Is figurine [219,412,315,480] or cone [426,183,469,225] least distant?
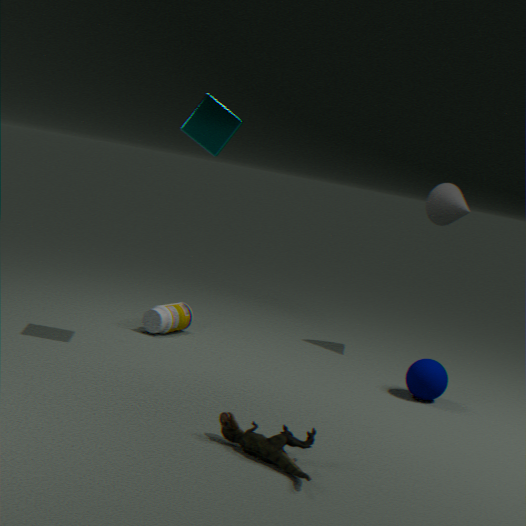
figurine [219,412,315,480]
